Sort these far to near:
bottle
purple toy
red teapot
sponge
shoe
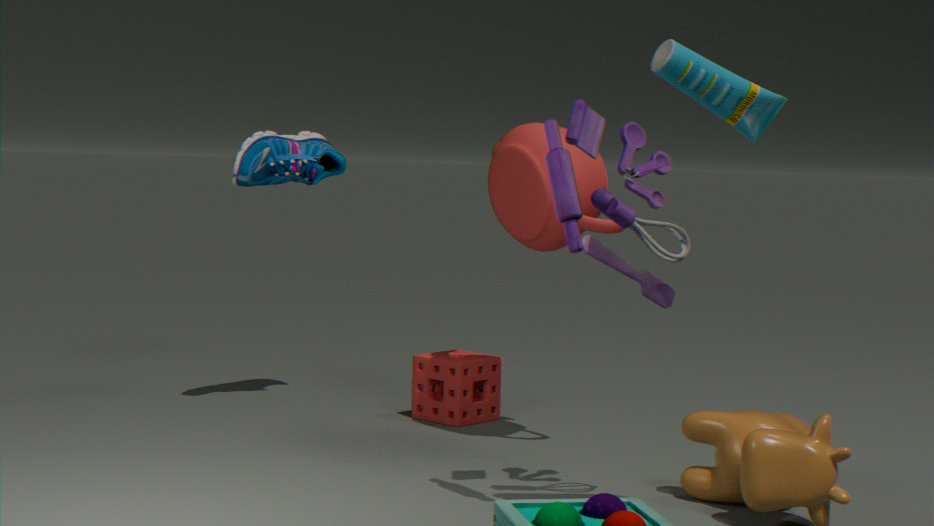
shoe, sponge, red teapot, purple toy, bottle
